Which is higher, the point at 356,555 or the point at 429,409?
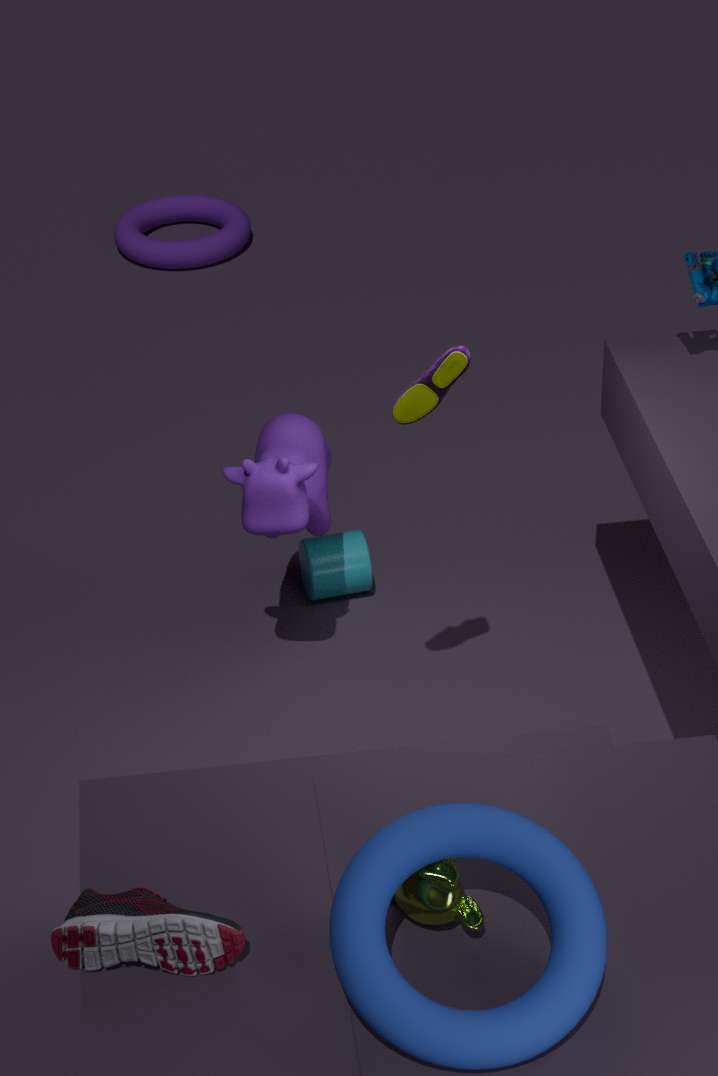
the point at 429,409
